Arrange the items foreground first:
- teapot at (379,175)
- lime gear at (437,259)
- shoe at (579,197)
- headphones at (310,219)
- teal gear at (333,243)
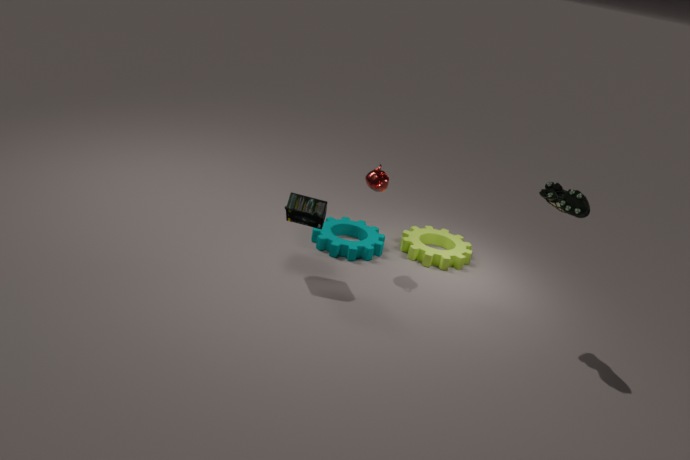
shoe at (579,197) < headphones at (310,219) < teapot at (379,175) < teal gear at (333,243) < lime gear at (437,259)
